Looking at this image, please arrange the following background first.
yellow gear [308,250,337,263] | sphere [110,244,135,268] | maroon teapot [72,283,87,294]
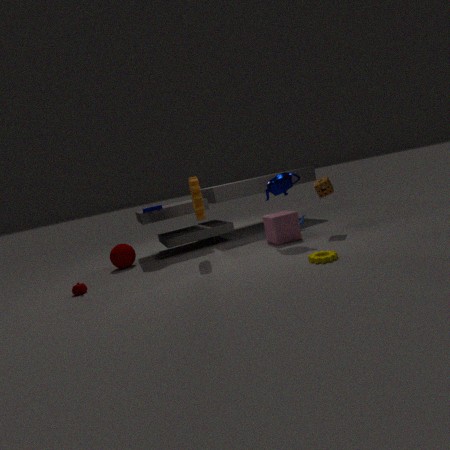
sphere [110,244,135,268] < maroon teapot [72,283,87,294] < yellow gear [308,250,337,263]
